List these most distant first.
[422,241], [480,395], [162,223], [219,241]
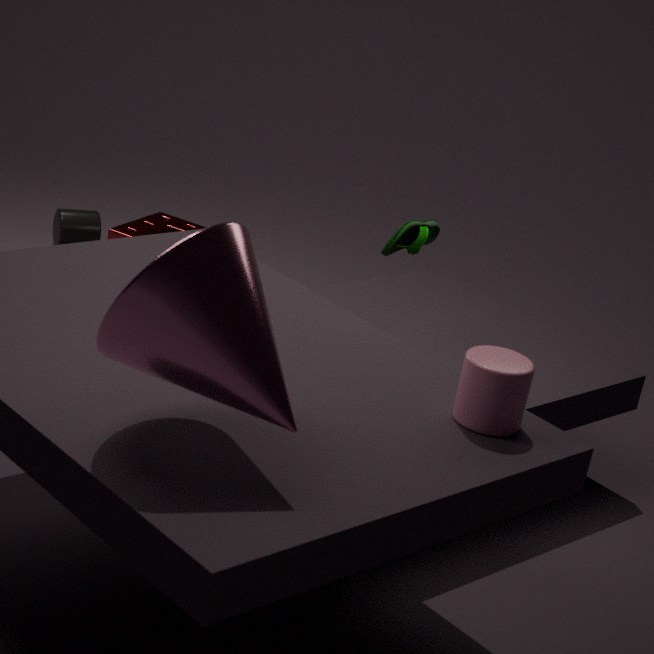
[162,223] < [422,241] < [480,395] < [219,241]
